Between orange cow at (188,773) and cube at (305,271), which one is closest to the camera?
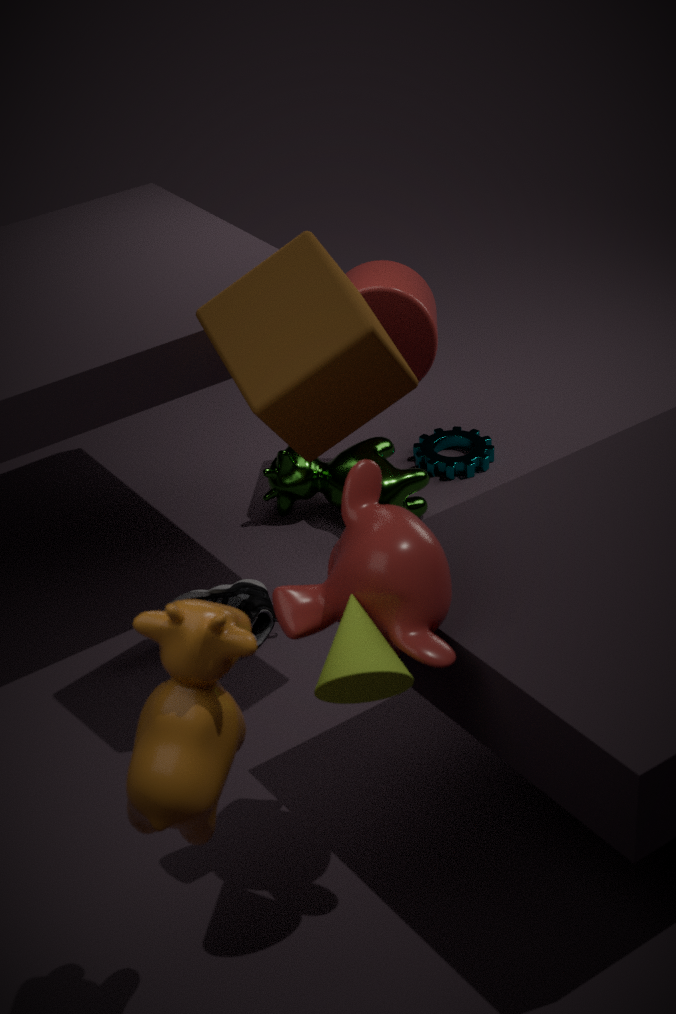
orange cow at (188,773)
